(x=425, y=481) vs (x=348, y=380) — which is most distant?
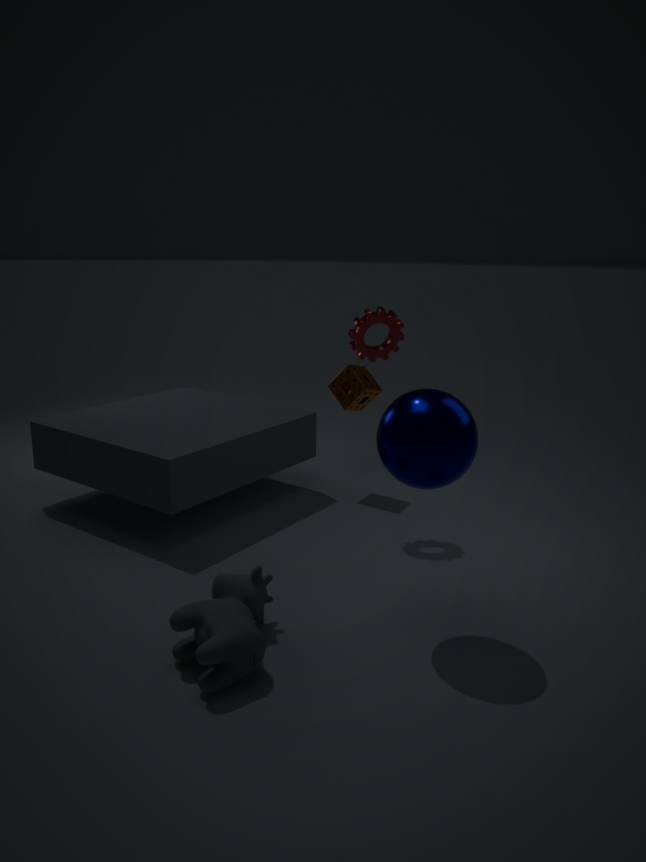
(x=348, y=380)
